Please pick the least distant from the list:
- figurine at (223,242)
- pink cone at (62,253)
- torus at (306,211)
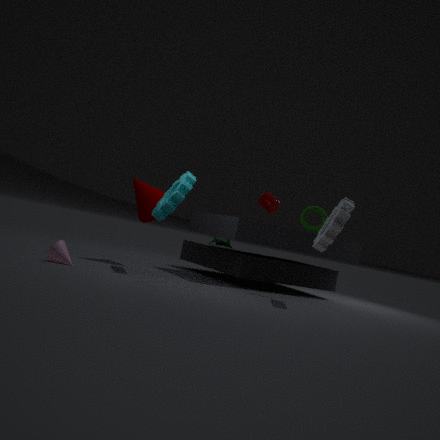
pink cone at (62,253)
